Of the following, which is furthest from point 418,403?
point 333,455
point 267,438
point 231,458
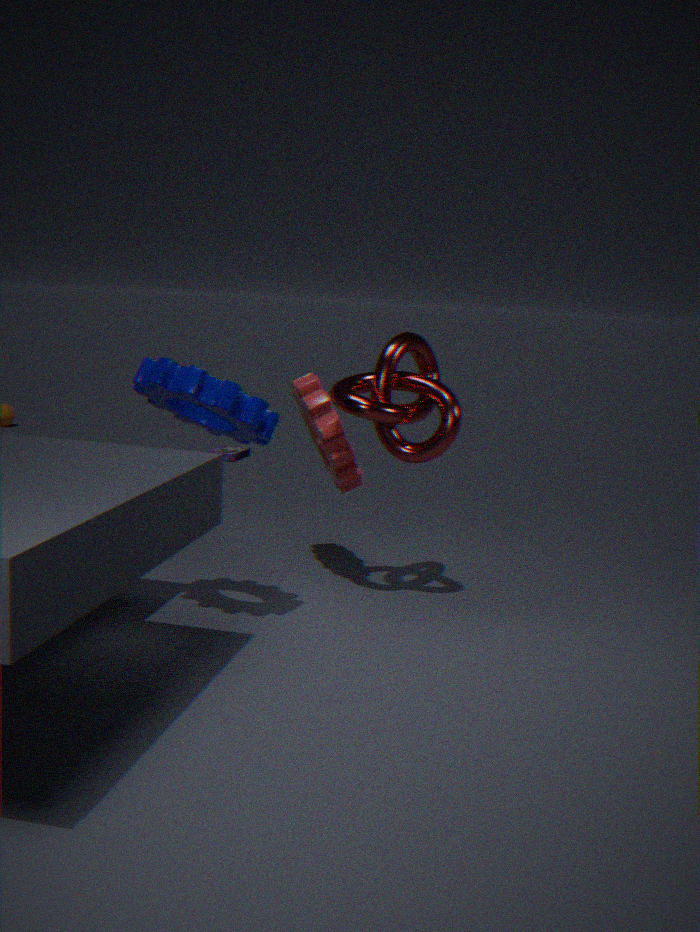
point 231,458
